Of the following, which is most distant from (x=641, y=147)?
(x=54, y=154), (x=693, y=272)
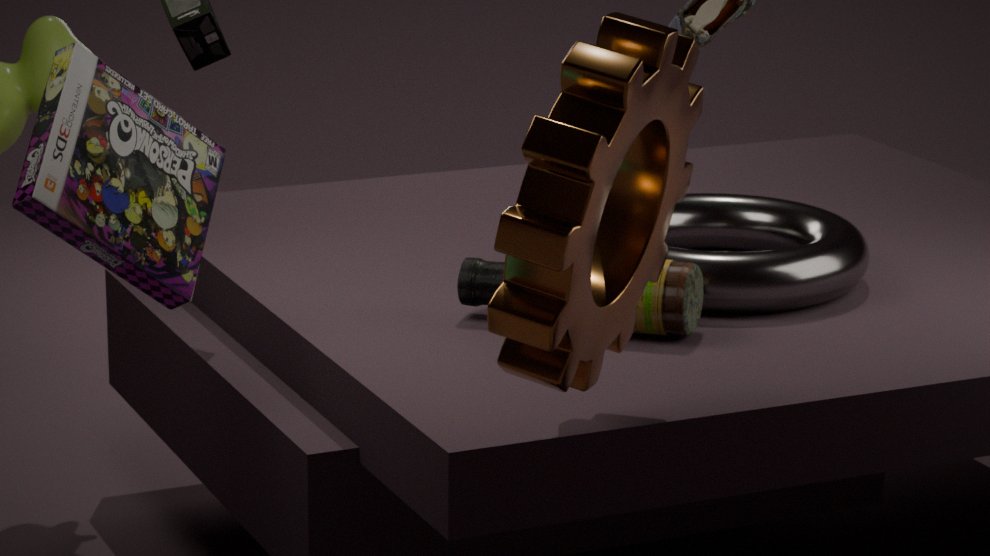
(x=54, y=154)
